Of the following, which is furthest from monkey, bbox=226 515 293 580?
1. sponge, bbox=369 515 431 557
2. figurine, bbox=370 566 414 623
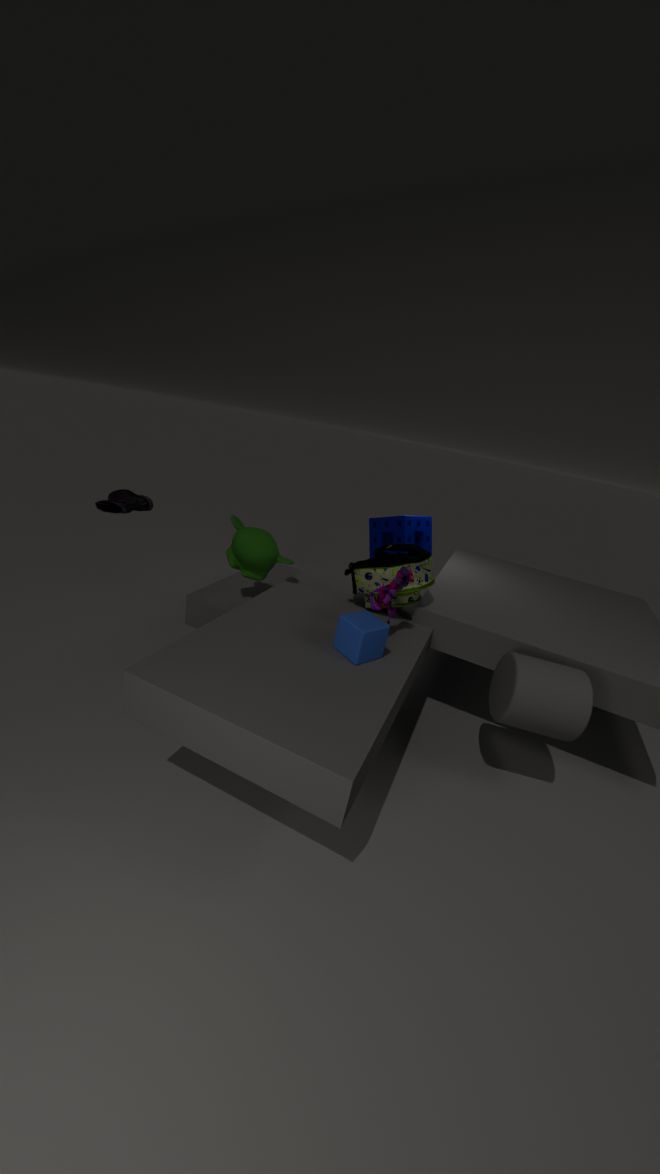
sponge, bbox=369 515 431 557
